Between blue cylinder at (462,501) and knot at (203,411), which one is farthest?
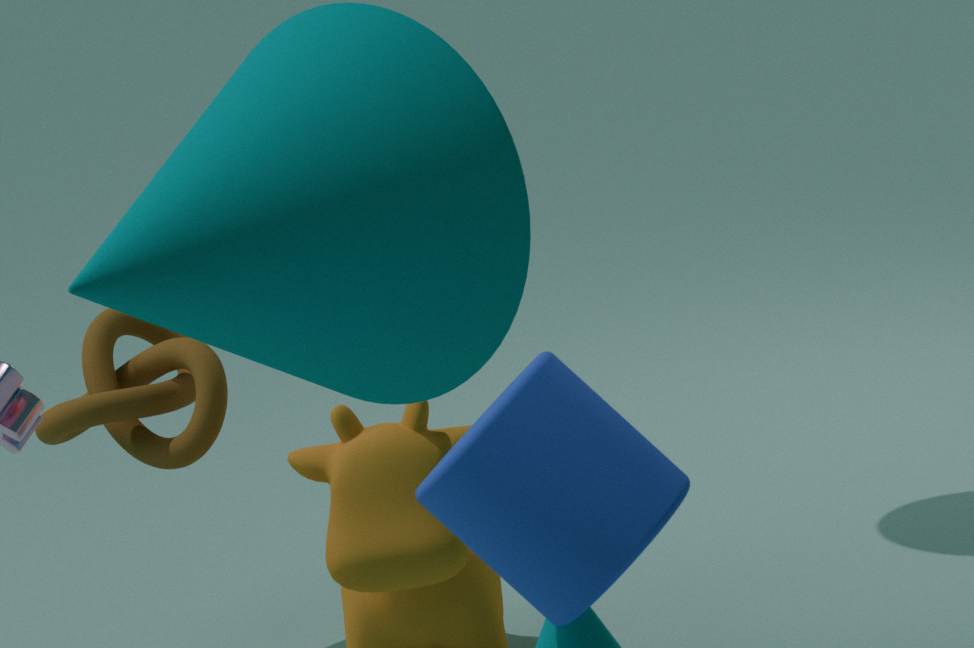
knot at (203,411)
